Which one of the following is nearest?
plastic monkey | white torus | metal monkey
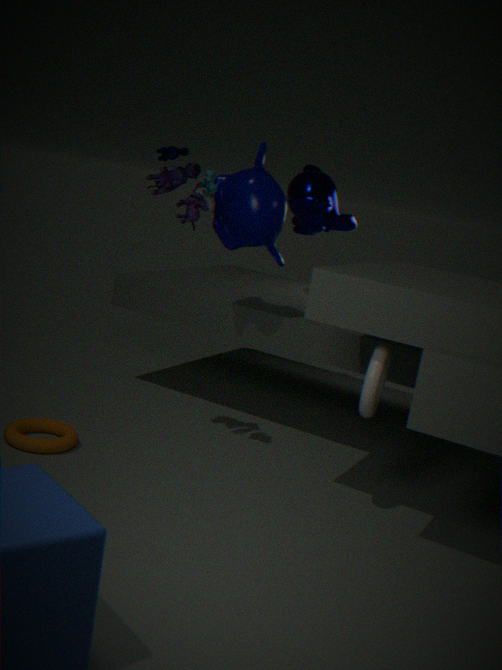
white torus
